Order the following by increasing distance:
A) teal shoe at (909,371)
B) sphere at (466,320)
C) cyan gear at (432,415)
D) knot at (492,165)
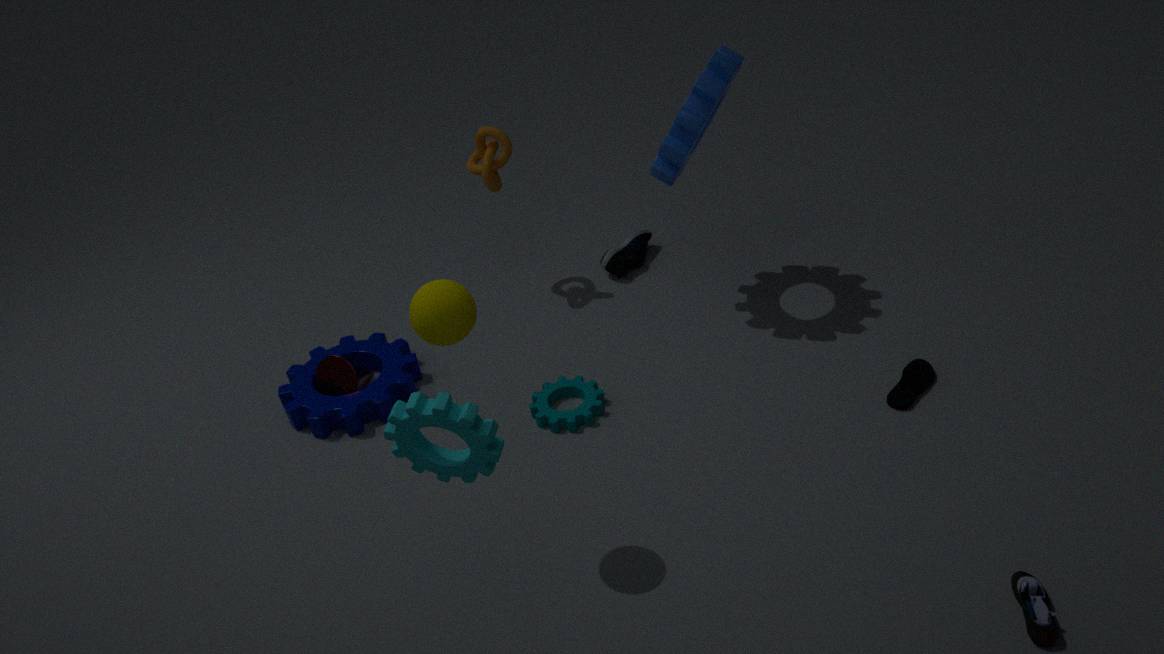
1. cyan gear at (432,415)
2. sphere at (466,320)
3. teal shoe at (909,371)
4. knot at (492,165)
